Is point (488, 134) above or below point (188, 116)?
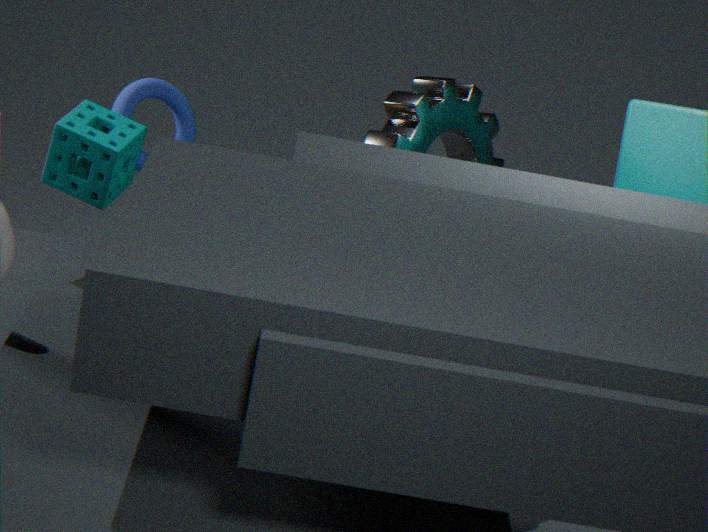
above
